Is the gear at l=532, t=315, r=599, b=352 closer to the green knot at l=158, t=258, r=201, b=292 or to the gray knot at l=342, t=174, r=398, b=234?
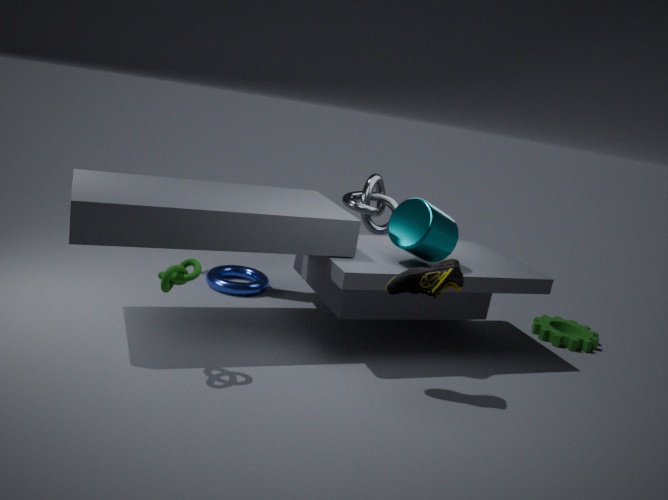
the gray knot at l=342, t=174, r=398, b=234
